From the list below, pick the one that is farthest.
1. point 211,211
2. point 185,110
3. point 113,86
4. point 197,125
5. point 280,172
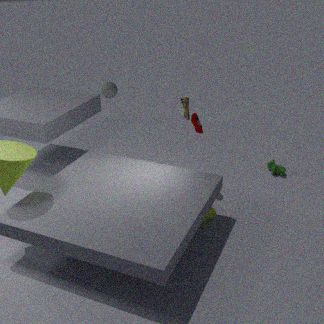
point 280,172
